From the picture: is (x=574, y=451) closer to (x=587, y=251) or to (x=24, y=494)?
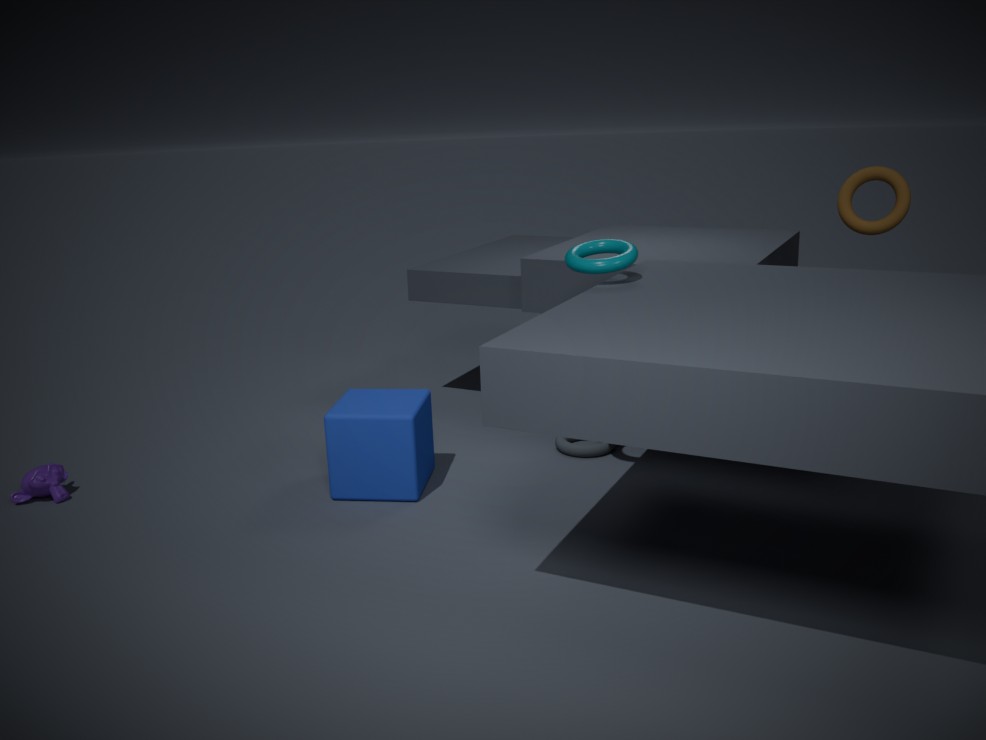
(x=587, y=251)
